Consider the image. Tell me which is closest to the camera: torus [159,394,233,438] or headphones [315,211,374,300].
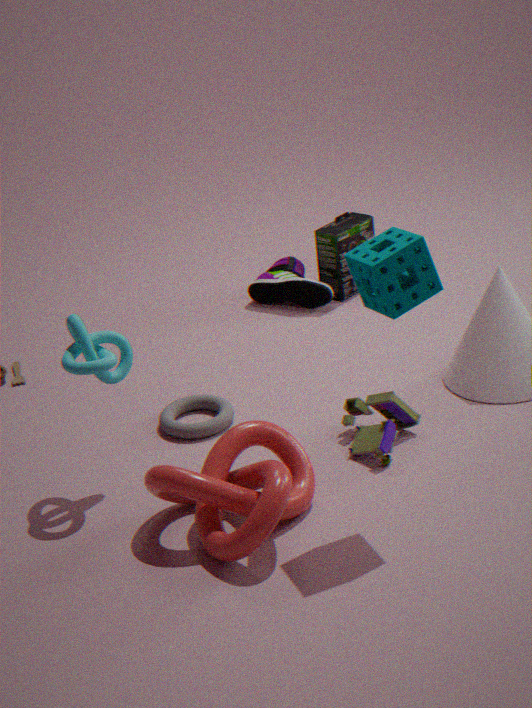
torus [159,394,233,438]
